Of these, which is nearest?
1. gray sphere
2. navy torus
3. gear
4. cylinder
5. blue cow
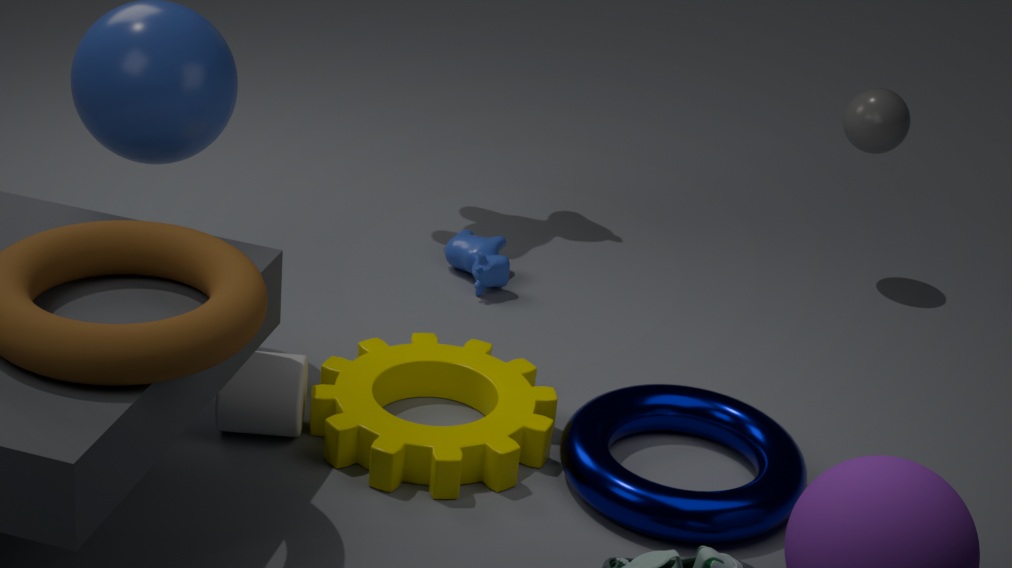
navy torus
